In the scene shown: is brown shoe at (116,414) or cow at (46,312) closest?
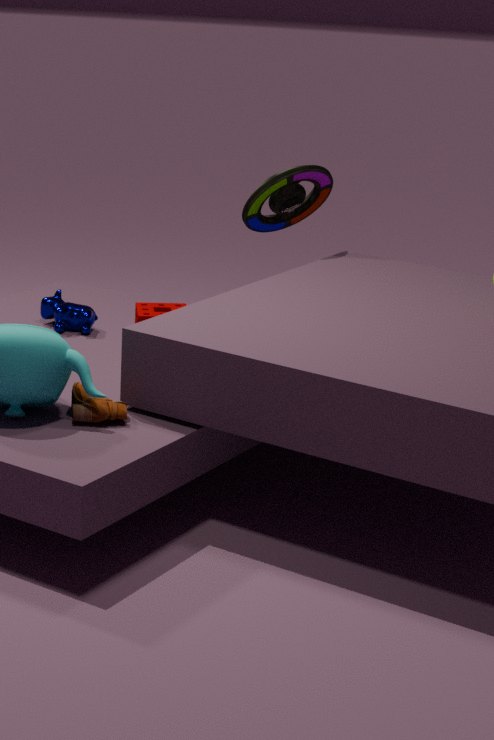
brown shoe at (116,414)
